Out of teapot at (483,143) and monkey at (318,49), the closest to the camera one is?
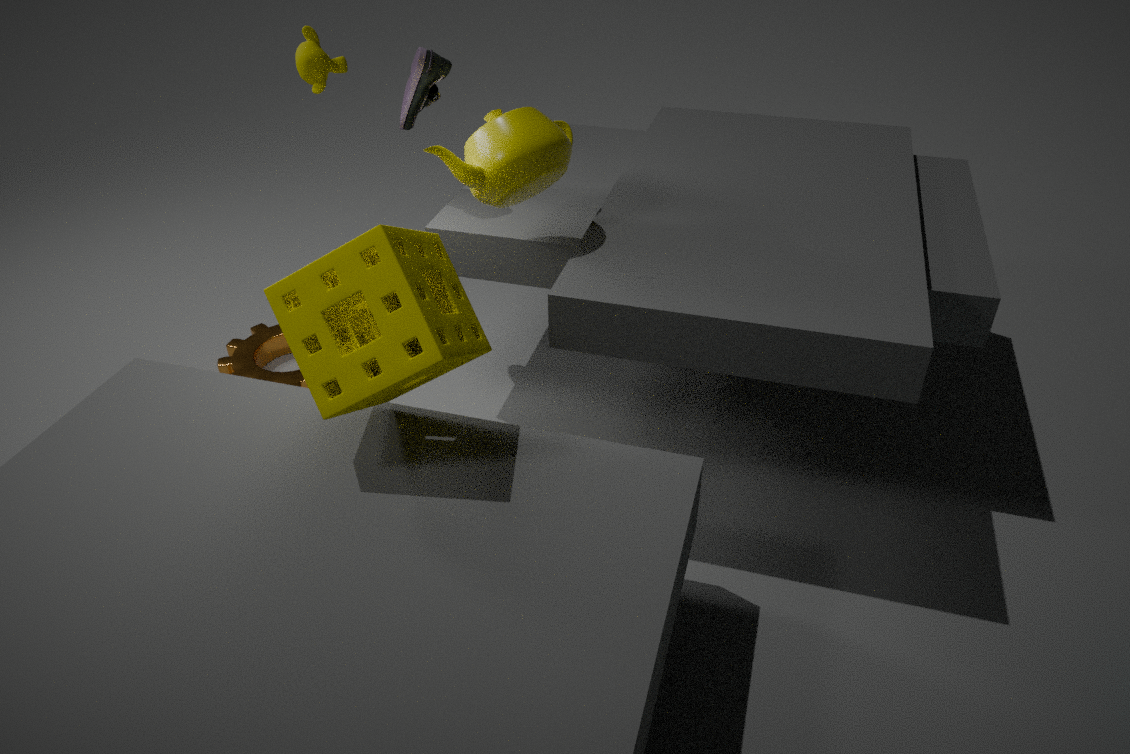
teapot at (483,143)
